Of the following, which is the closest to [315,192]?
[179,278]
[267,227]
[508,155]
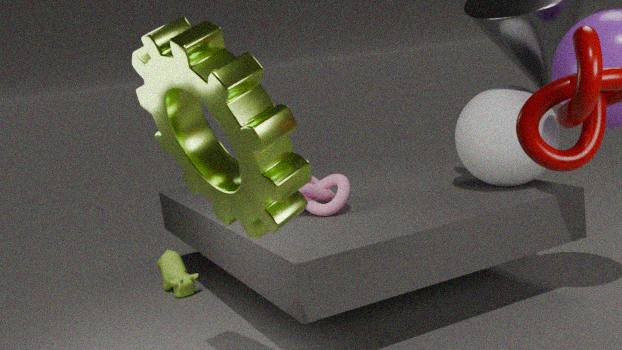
[508,155]
